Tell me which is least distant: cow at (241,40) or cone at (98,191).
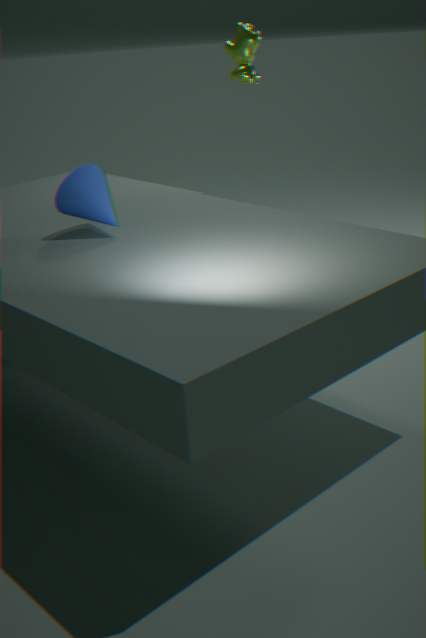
cone at (98,191)
